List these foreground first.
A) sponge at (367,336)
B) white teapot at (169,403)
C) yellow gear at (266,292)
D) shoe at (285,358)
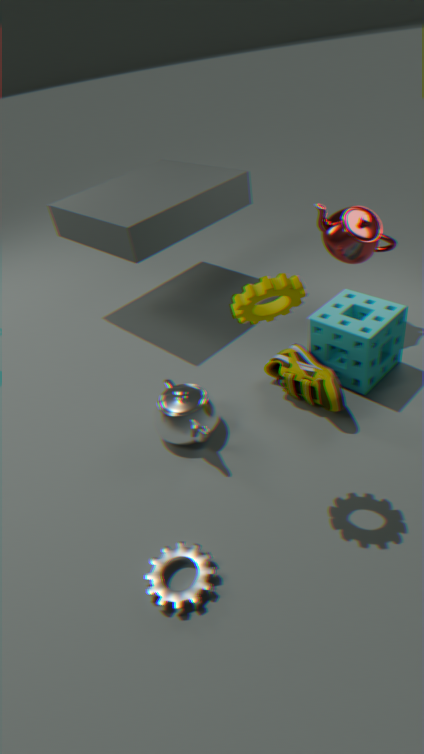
yellow gear at (266,292), white teapot at (169,403), shoe at (285,358), sponge at (367,336)
